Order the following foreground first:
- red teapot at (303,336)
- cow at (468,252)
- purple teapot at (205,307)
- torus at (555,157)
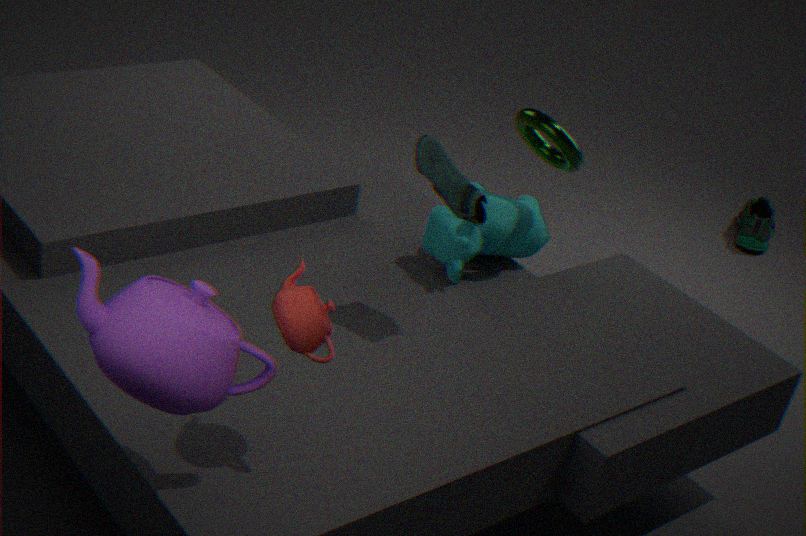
purple teapot at (205,307)
red teapot at (303,336)
torus at (555,157)
cow at (468,252)
